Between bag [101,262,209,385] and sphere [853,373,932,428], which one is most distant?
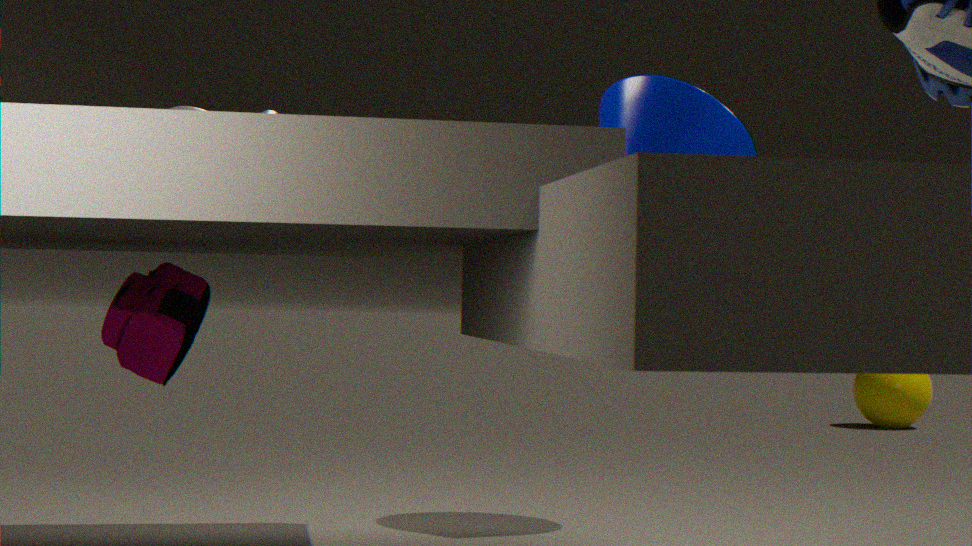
sphere [853,373,932,428]
